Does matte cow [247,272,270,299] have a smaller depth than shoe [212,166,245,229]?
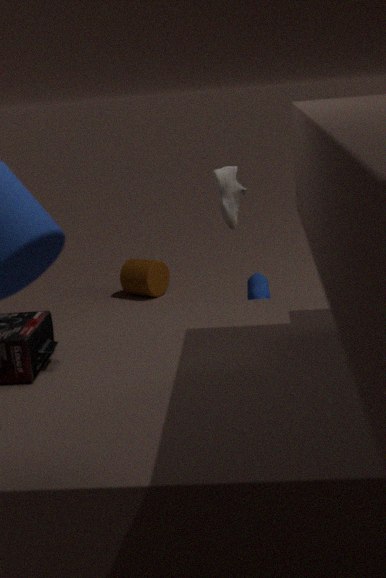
No
